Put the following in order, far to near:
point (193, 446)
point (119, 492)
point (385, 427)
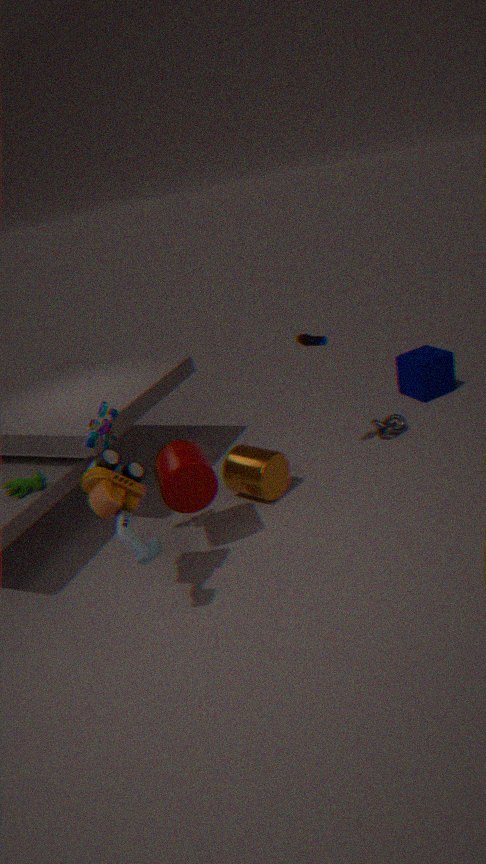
point (385, 427), point (193, 446), point (119, 492)
